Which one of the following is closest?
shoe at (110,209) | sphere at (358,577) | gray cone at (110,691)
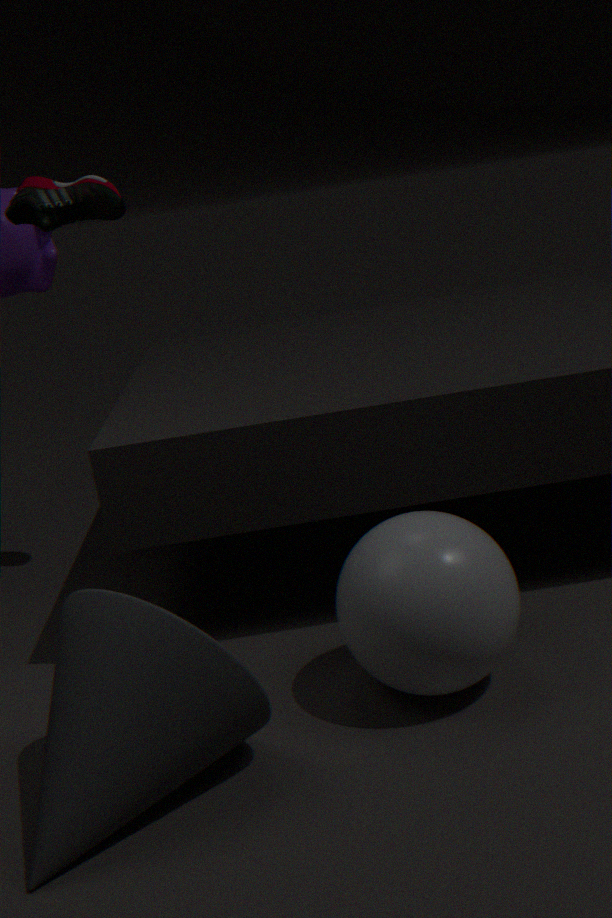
gray cone at (110,691)
